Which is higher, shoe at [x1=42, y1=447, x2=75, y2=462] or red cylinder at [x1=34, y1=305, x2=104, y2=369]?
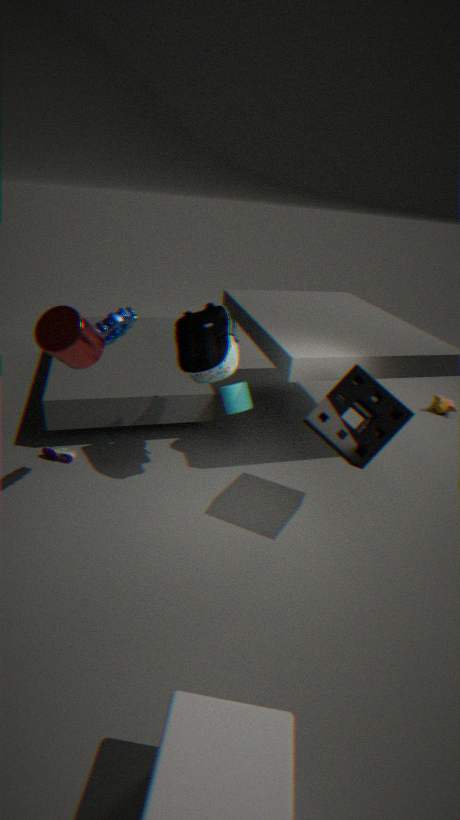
red cylinder at [x1=34, y1=305, x2=104, y2=369]
